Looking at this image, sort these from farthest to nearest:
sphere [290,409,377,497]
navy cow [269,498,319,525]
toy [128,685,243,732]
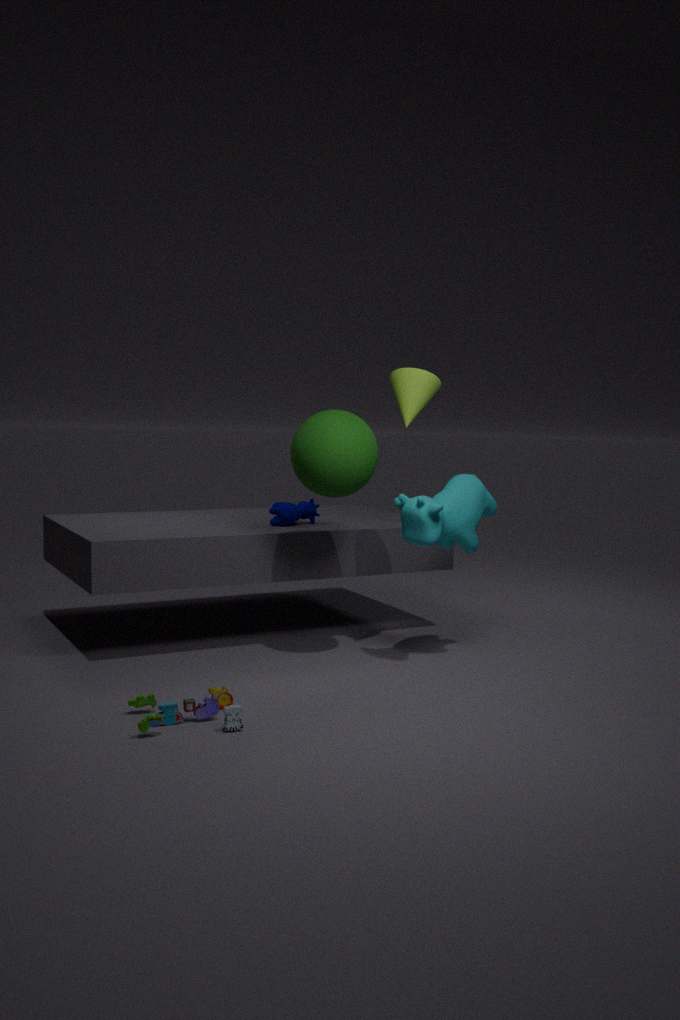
navy cow [269,498,319,525]
sphere [290,409,377,497]
toy [128,685,243,732]
